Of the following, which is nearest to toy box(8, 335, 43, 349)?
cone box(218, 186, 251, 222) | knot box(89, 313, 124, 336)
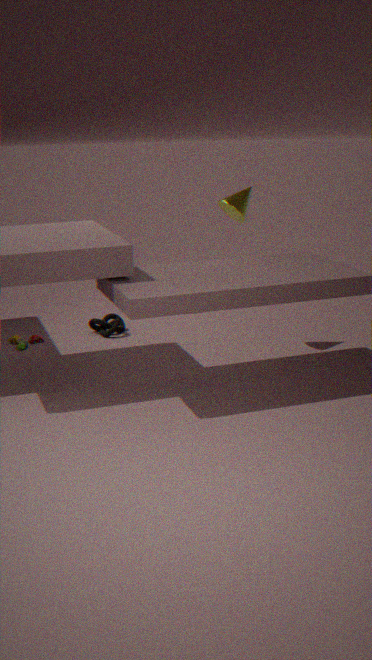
knot box(89, 313, 124, 336)
